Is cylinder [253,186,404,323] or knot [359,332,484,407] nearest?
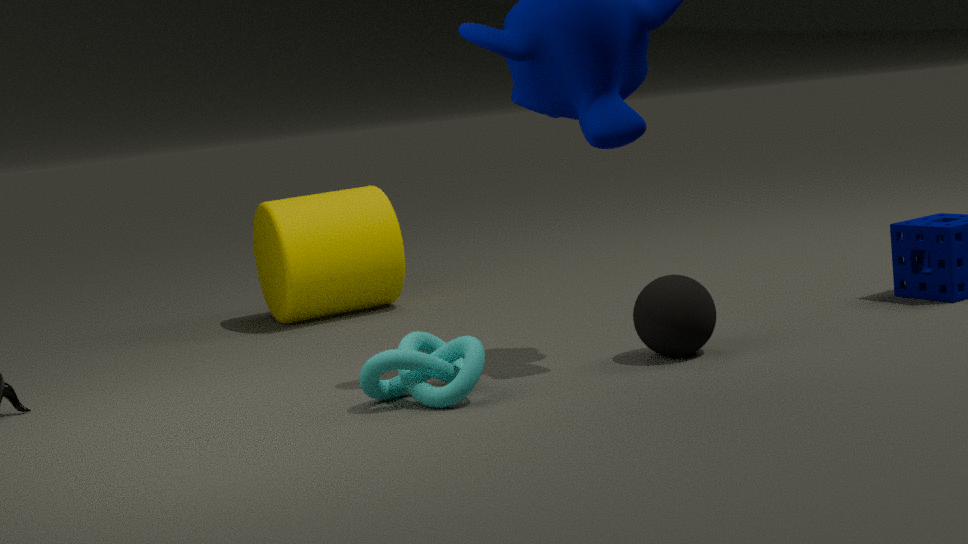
knot [359,332,484,407]
